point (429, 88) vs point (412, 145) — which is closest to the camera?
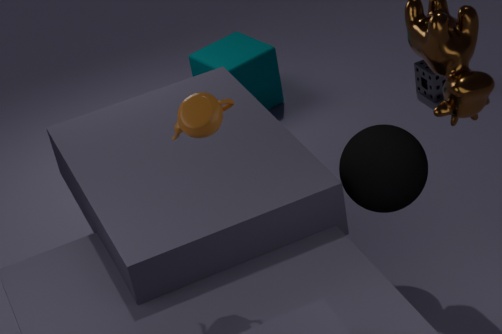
point (412, 145)
